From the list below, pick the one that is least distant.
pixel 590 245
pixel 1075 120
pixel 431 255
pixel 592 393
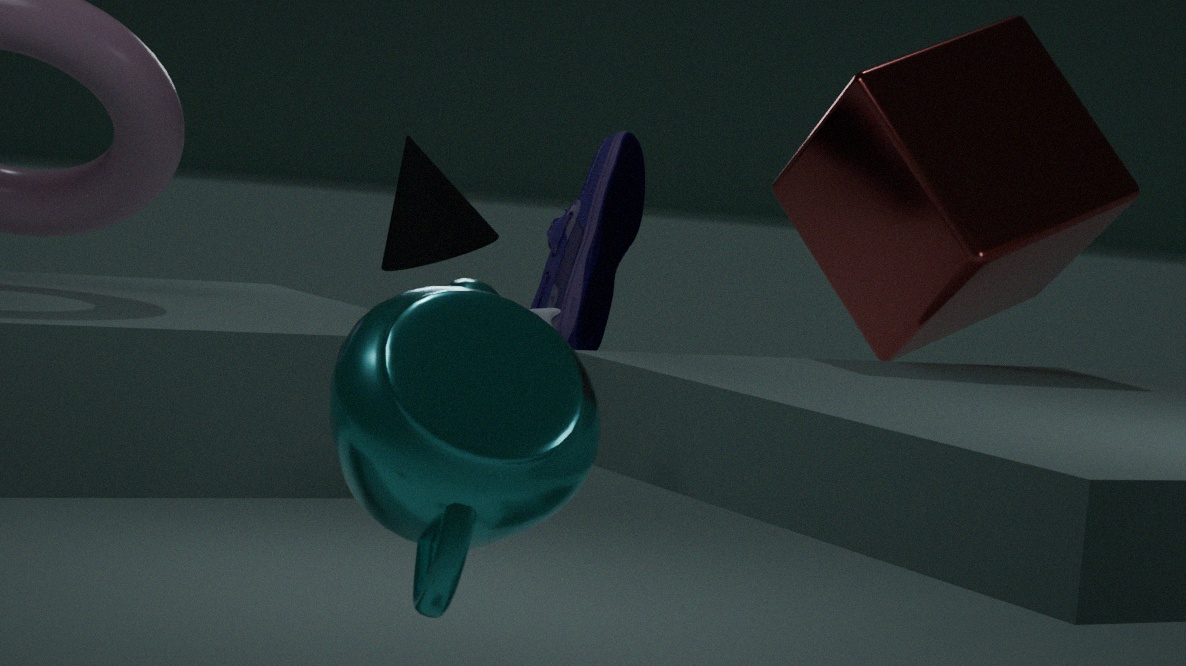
pixel 592 393
